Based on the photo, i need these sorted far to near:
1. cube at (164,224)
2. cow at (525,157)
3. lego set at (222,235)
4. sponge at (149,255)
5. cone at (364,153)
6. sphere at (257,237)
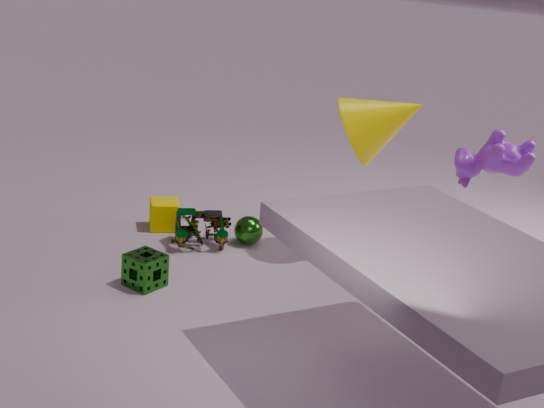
cube at (164,224) < sphere at (257,237) < cow at (525,157) < lego set at (222,235) < cone at (364,153) < sponge at (149,255)
